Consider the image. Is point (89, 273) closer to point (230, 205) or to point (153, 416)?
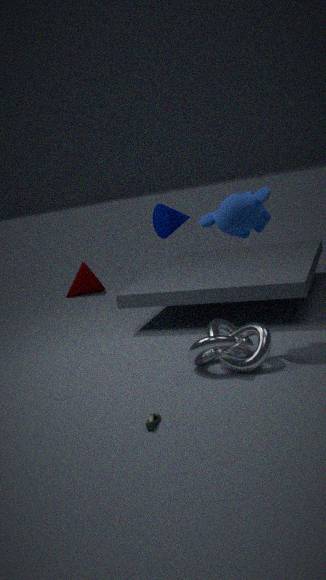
point (230, 205)
